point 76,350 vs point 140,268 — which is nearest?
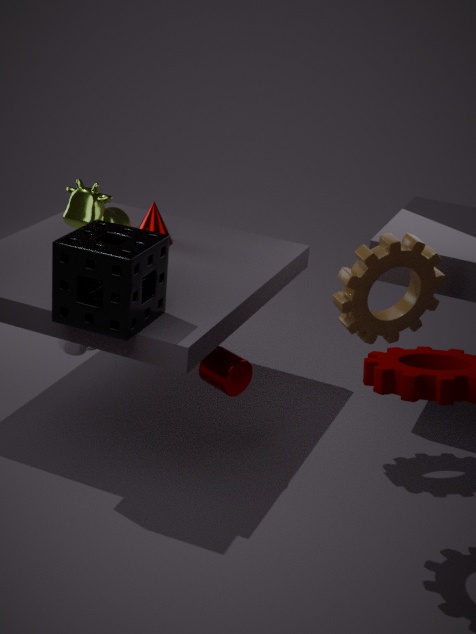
point 140,268
